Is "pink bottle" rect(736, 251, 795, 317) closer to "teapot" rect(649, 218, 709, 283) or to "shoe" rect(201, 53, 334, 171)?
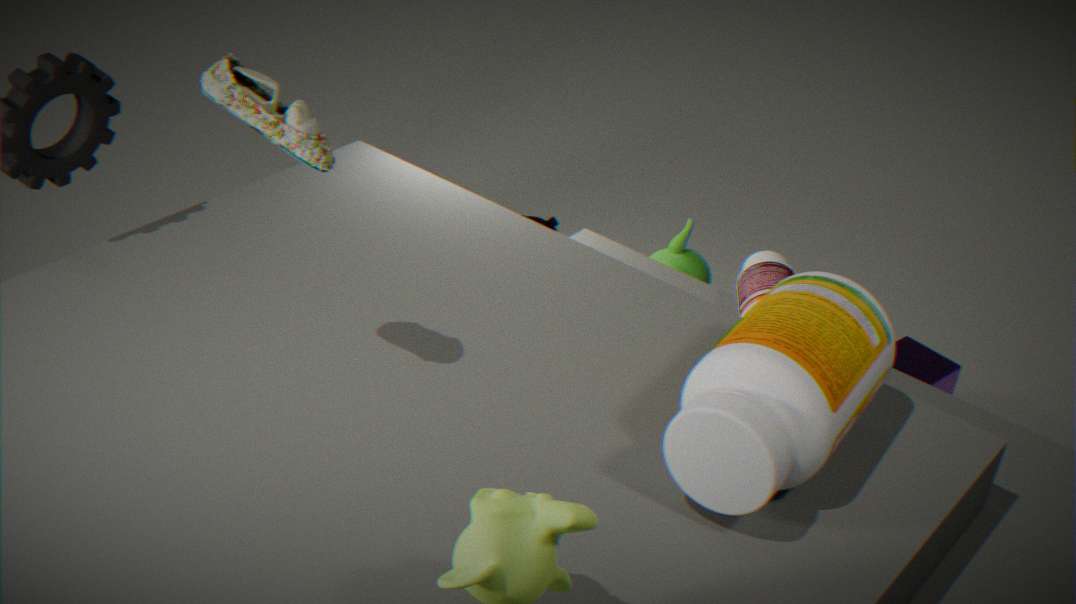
"teapot" rect(649, 218, 709, 283)
